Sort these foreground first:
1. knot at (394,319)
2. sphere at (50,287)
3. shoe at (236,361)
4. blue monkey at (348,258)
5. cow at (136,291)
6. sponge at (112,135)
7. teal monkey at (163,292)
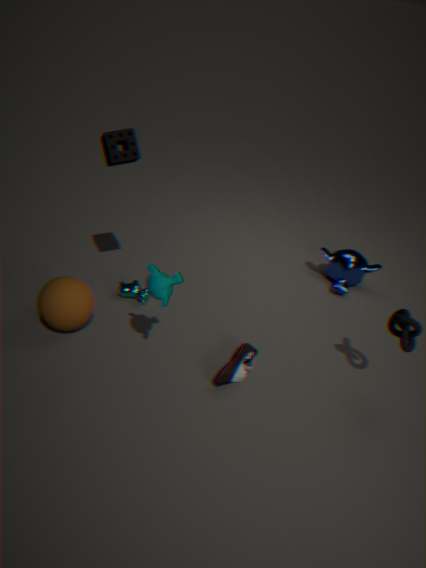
1. teal monkey at (163,292)
2. knot at (394,319)
3. sponge at (112,135)
4. shoe at (236,361)
5. sphere at (50,287)
6. cow at (136,291)
7. blue monkey at (348,258)
